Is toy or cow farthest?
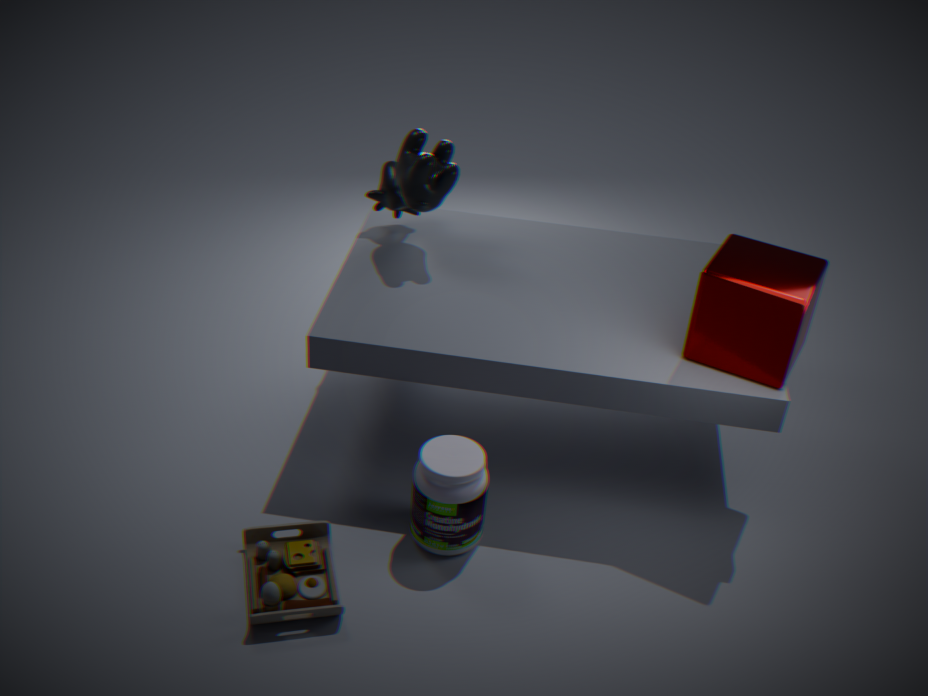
cow
